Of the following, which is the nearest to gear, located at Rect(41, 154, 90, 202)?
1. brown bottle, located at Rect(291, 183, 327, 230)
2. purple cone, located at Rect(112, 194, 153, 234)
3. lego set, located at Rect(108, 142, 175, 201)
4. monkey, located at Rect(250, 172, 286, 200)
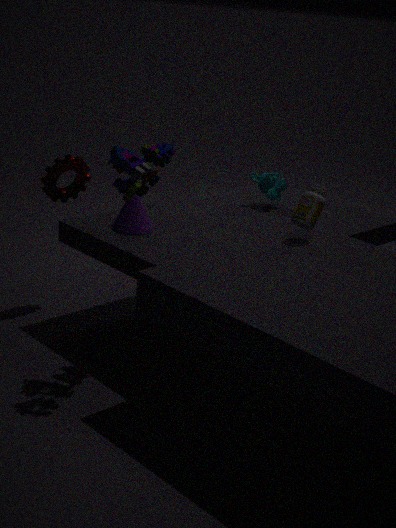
purple cone, located at Rect(112, 194, 153, 234)
